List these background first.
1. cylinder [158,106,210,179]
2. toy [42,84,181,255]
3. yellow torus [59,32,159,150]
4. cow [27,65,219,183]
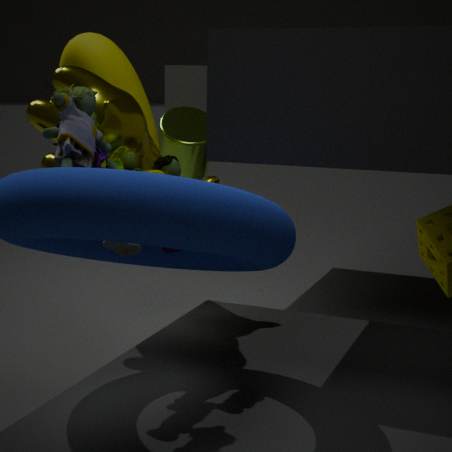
cylinder [158,106,210,179] → yellow torus [59,32,159,150] → cow [27,65,219,183] → toy [42,84,181,255]
